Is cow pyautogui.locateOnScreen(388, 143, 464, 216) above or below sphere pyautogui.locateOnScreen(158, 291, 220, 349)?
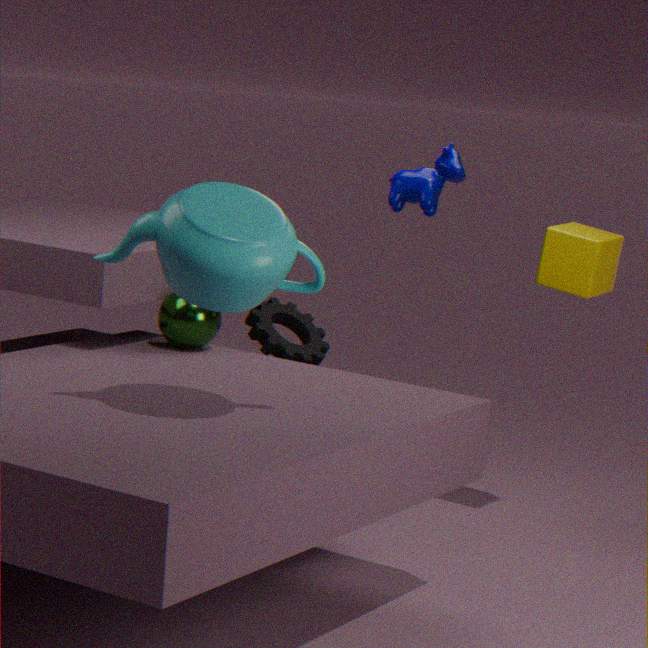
above
